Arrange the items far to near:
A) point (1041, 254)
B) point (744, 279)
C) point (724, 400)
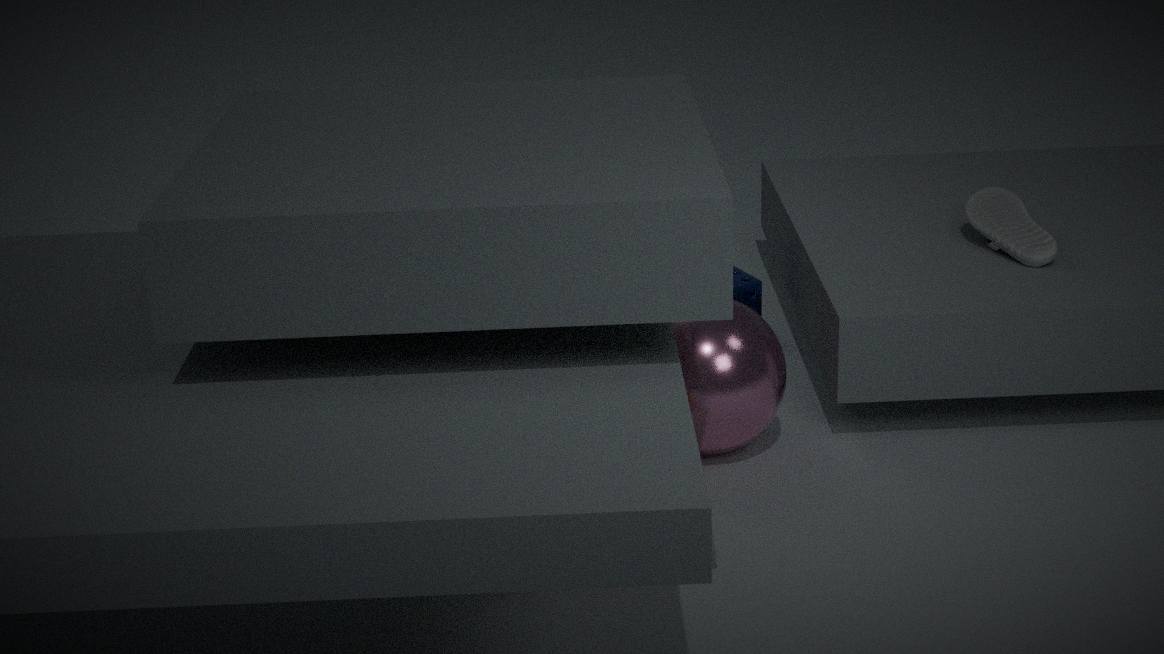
point (744, 279) < point (1041, 254) < point (724, 400)
